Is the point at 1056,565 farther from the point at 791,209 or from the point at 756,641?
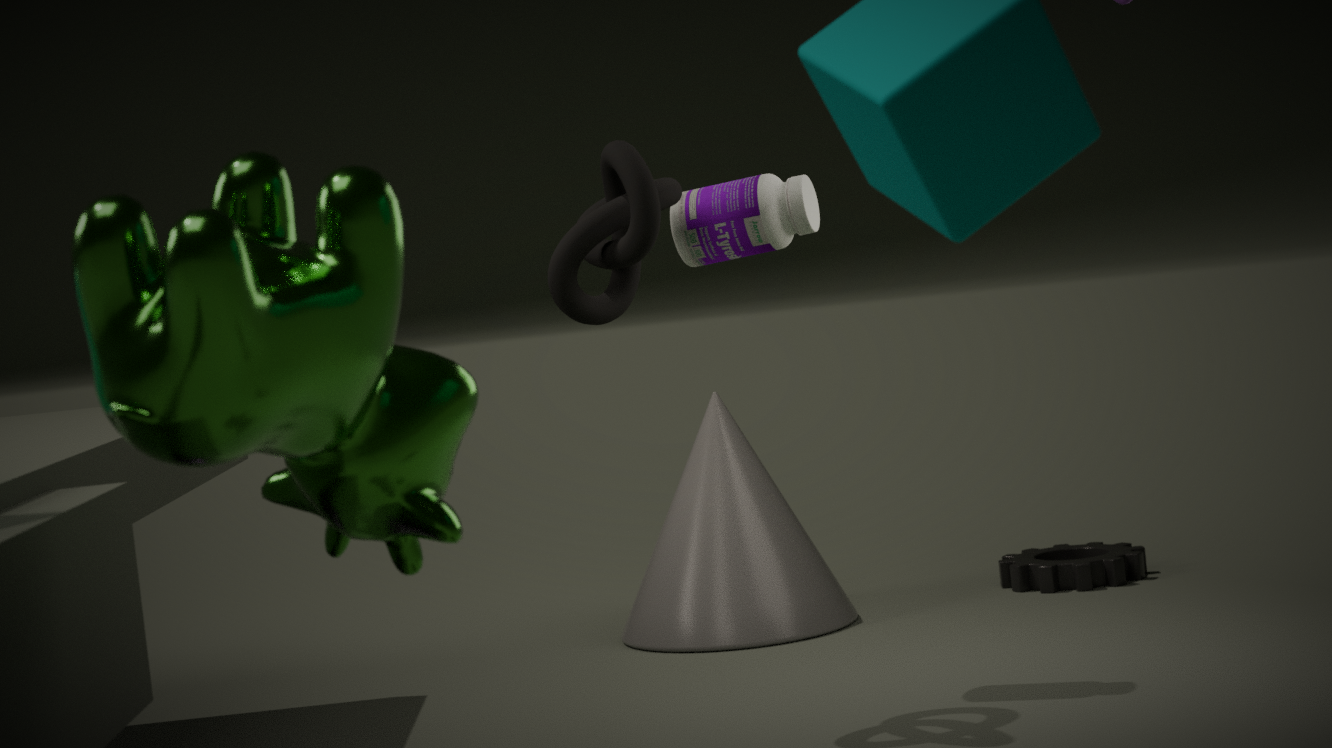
the point at 791,209
